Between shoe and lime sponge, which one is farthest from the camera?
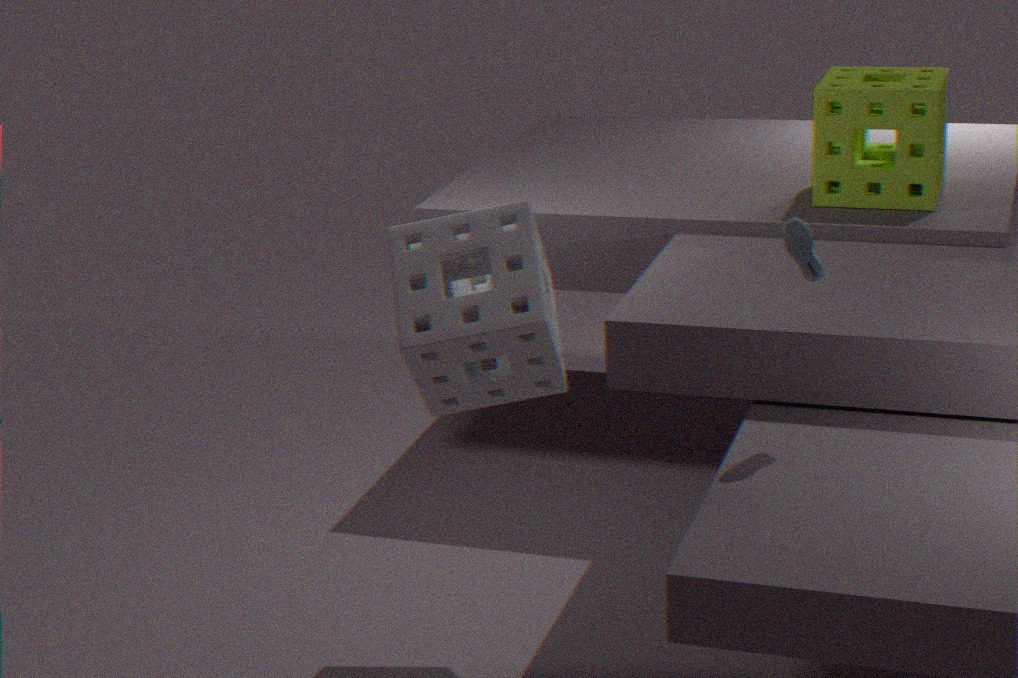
lime sponge
